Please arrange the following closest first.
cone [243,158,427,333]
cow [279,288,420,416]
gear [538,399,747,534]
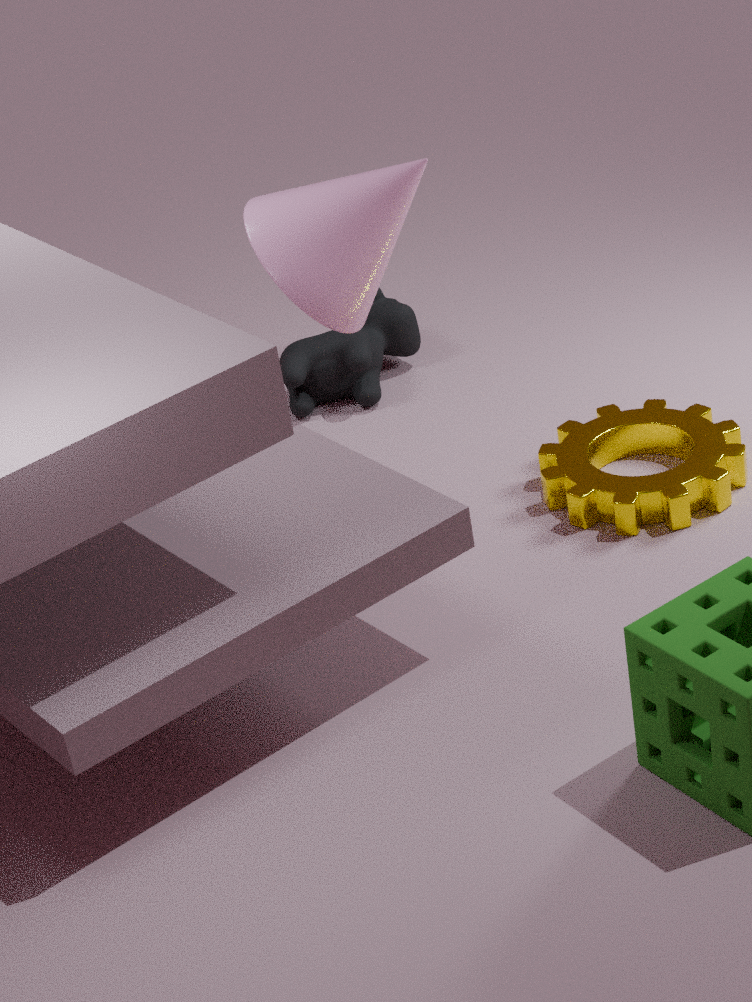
cone [243,158,427,333] < gear [538,399,747,534] < cow [279,288,420,416]
